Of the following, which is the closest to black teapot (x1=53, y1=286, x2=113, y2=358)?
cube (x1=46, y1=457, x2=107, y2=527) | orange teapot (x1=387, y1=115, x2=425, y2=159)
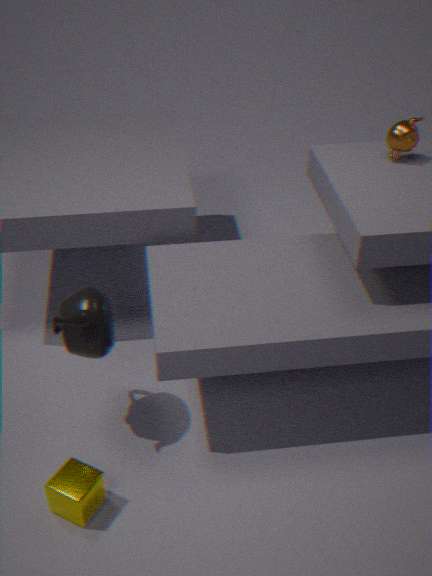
cube (x1=46, y1=457, x2=107, y2=527)
